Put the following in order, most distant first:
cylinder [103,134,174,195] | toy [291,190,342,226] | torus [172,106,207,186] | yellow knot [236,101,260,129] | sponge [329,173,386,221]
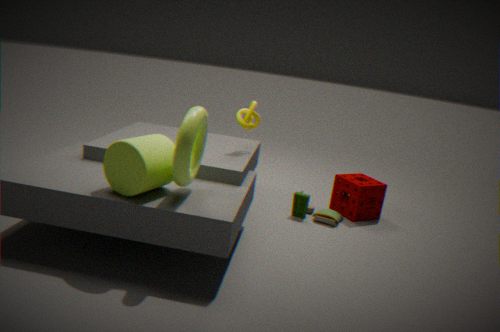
sponge [329,173,386,221]
toy [291,190,342,226]
yellow knot [236,101,260,129]
cylinder [103,134,174,195]
torus [172,106,207,186]
